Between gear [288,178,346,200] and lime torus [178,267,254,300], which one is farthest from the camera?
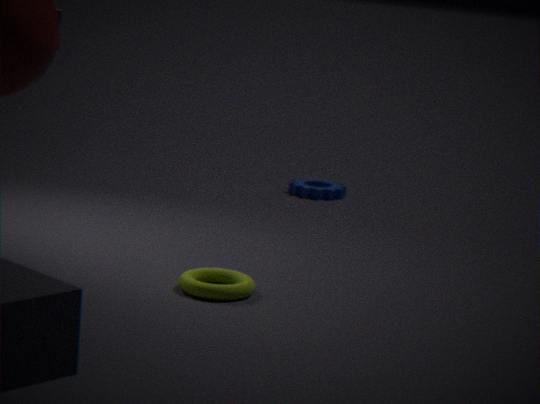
gear [288,178,346,200]
